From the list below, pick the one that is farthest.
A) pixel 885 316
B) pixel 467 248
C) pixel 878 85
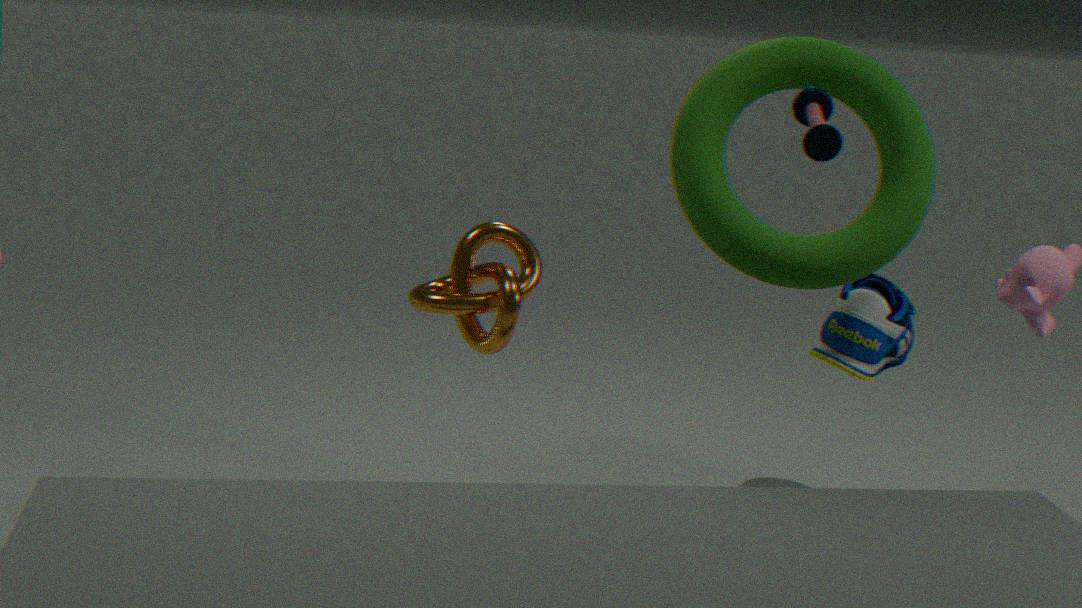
pixel 885 316
